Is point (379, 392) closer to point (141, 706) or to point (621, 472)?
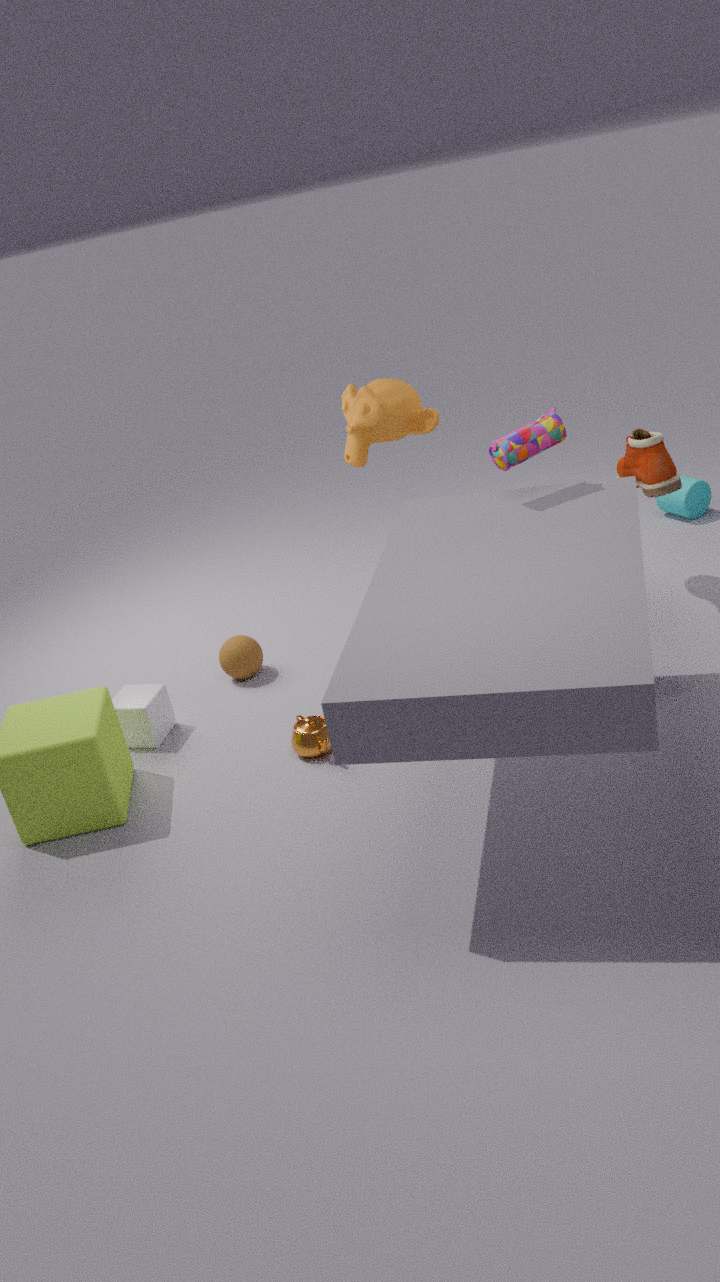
point (621, 472)
